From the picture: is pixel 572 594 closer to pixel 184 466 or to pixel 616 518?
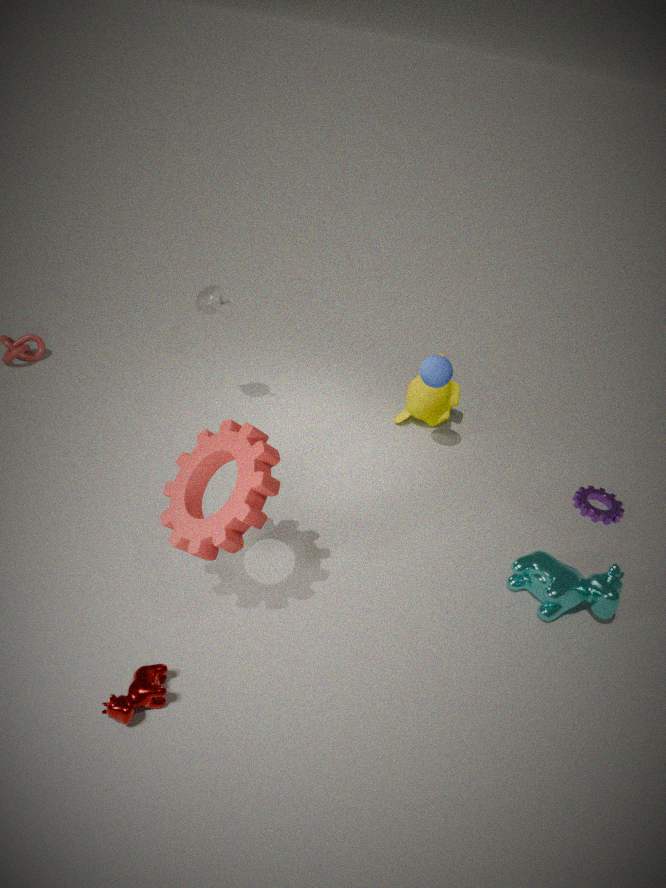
pixel 616 518
